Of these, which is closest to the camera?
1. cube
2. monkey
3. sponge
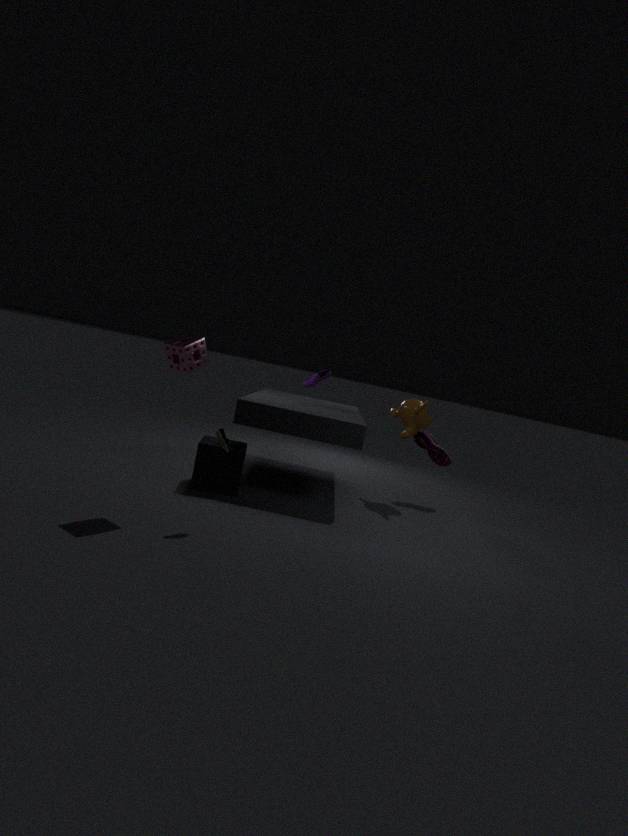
sponge
